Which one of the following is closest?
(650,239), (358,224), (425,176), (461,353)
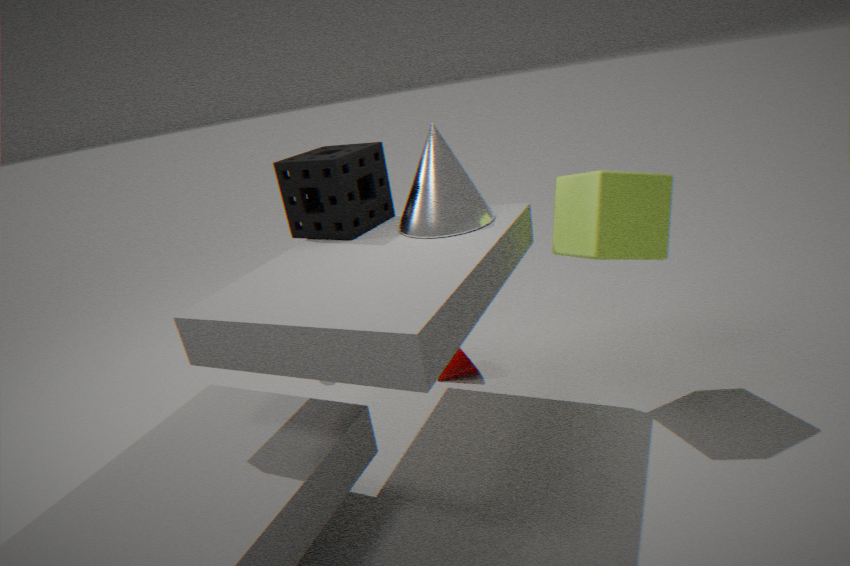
Result: (650,239)
